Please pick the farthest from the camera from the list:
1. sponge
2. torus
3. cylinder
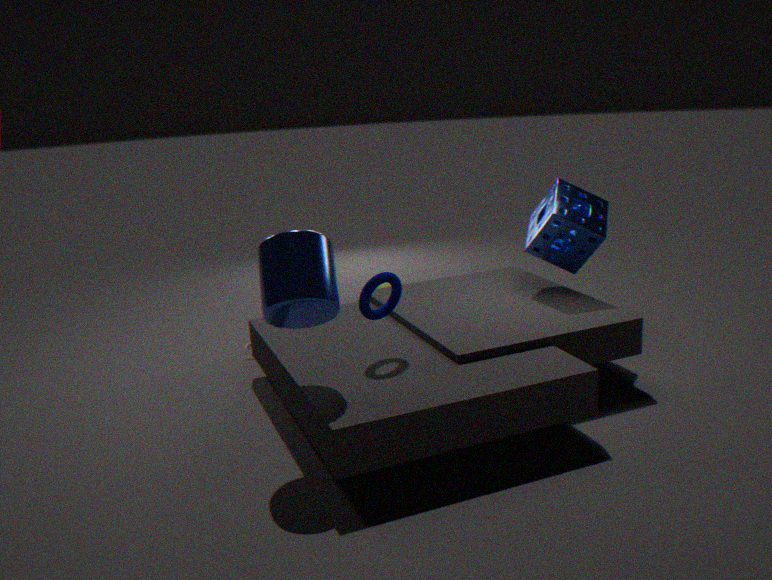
sponge
